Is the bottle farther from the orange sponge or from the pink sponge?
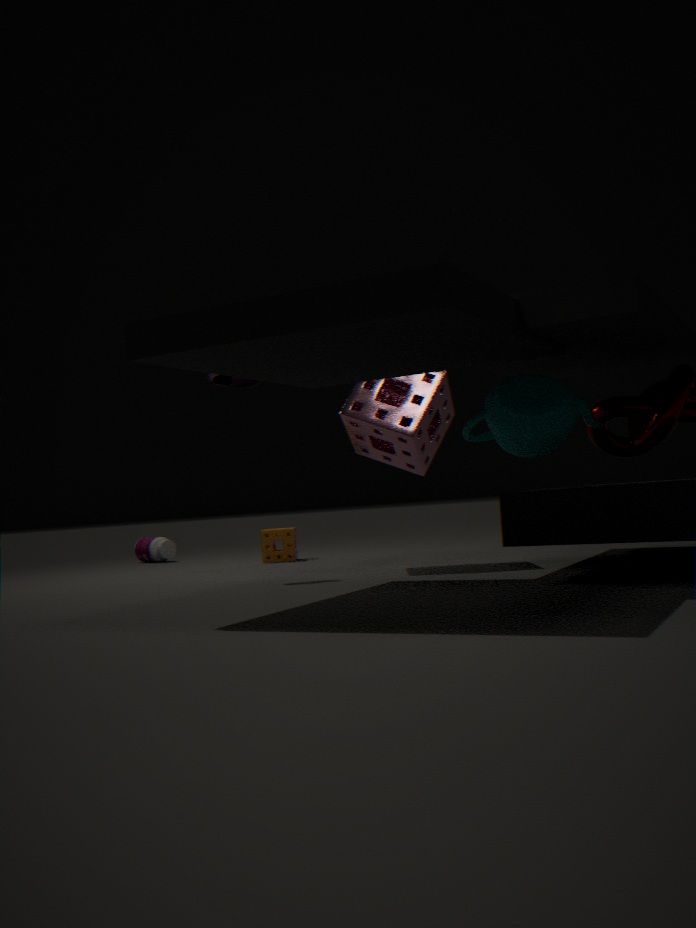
the pink sponge
